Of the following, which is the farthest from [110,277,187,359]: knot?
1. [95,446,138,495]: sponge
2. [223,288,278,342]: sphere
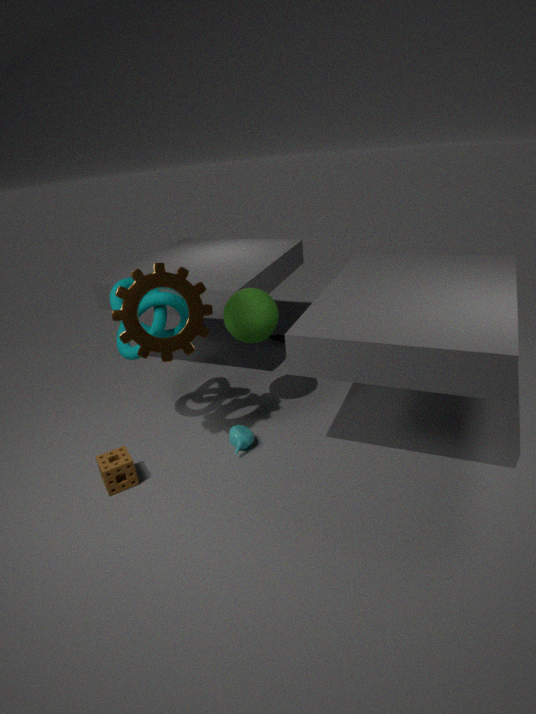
[95,446,138,495]: sponge
